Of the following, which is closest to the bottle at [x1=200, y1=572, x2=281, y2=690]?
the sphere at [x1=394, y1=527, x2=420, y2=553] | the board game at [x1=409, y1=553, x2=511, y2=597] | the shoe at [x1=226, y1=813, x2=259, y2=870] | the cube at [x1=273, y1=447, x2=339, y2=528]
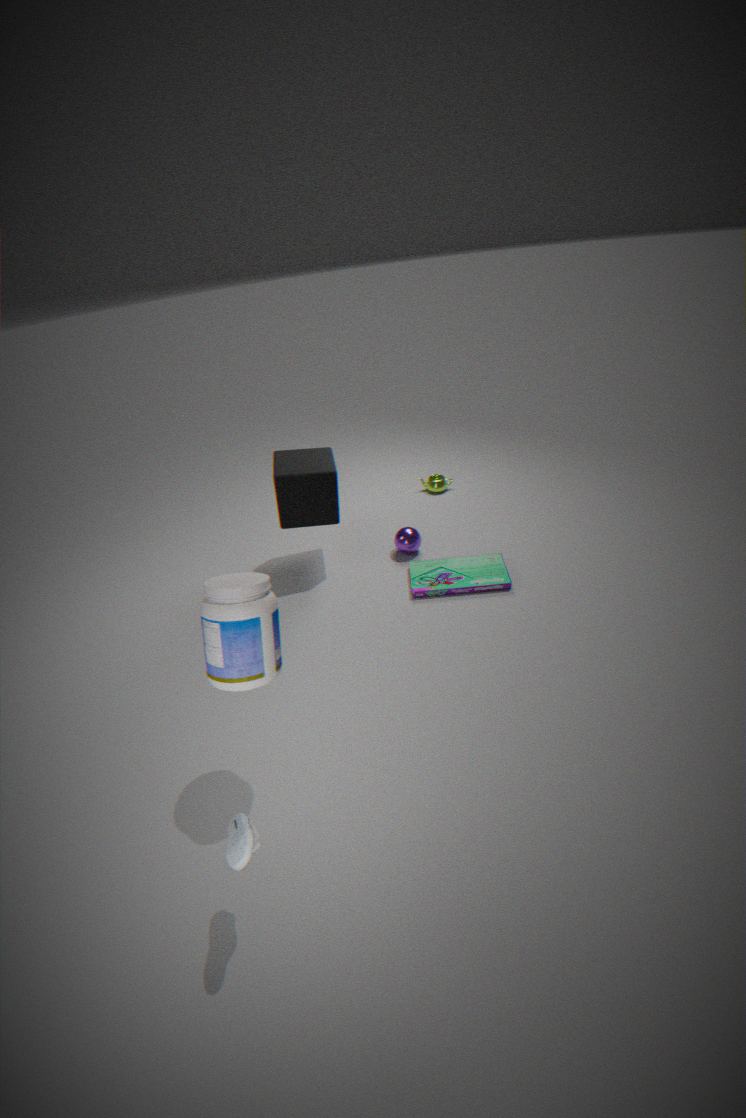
the shoe at [x1=226, y1=813, x2=259, y2=870]
